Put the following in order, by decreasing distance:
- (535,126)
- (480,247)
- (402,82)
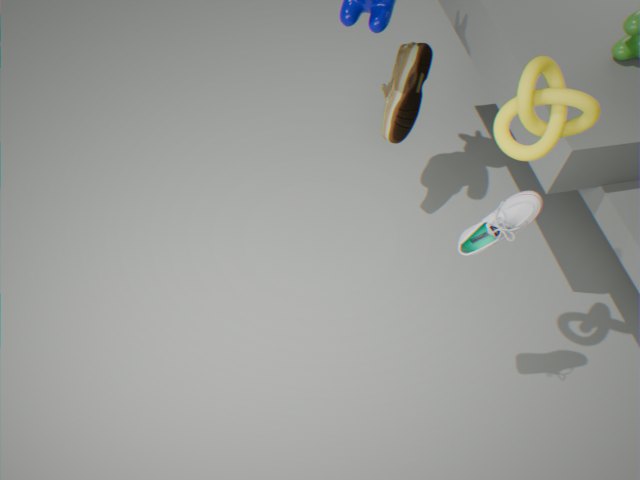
(402,82) → (480,247) → (535,126)
